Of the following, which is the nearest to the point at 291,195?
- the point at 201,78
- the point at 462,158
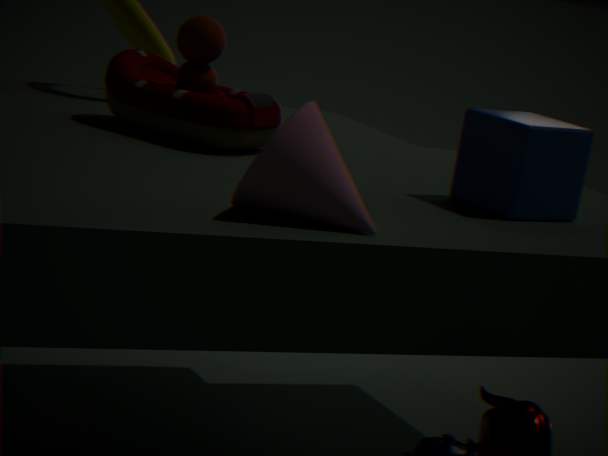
the point at 462,158
